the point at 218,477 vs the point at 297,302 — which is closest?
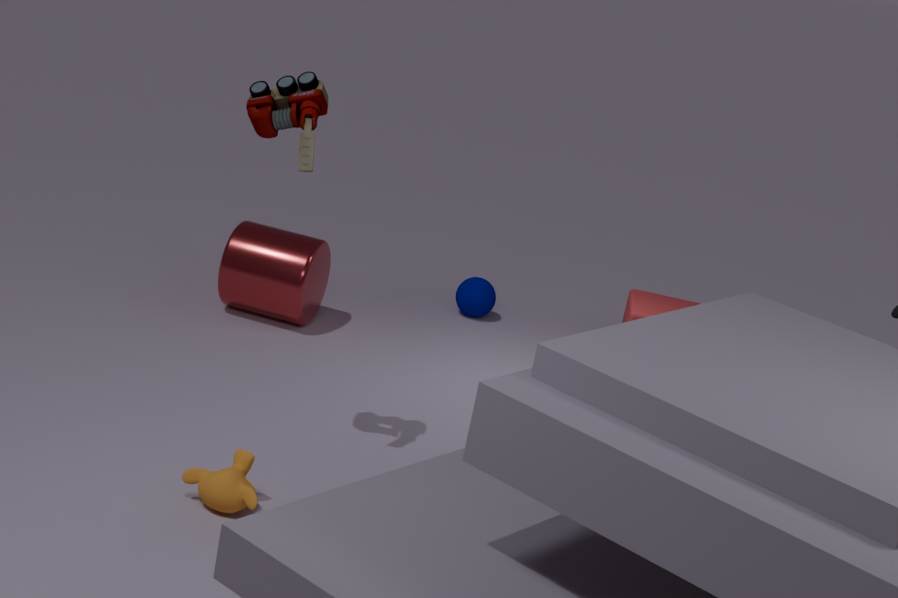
the point at 218,477
